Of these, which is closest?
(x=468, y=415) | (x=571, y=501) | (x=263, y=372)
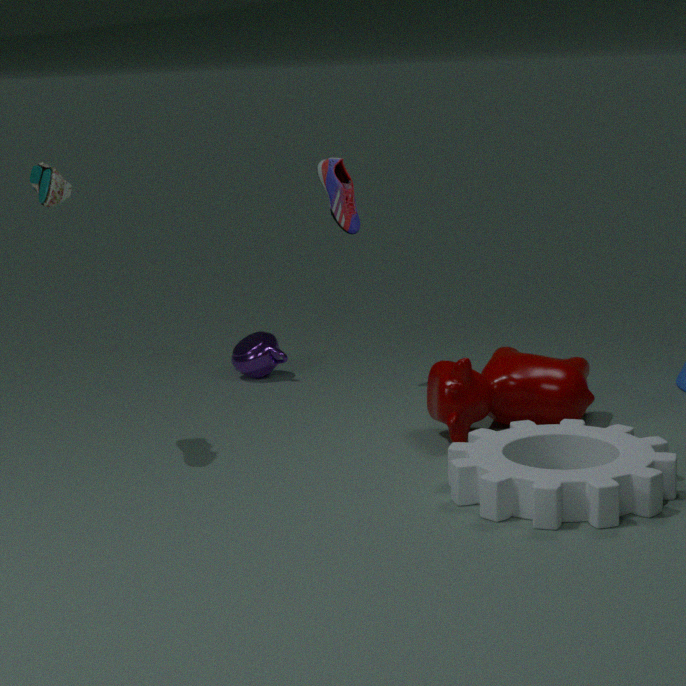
(x=571, y=501)
